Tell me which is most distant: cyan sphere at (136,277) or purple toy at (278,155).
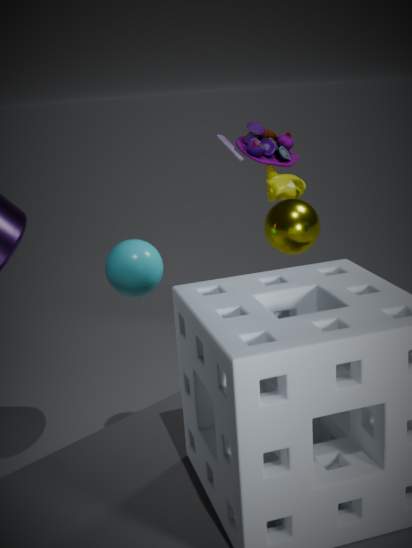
purple toy at (278,155)
